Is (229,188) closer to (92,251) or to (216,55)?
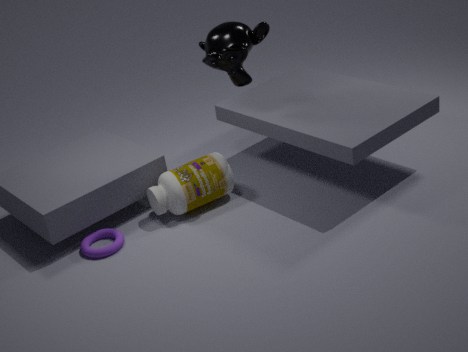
(92,251)
